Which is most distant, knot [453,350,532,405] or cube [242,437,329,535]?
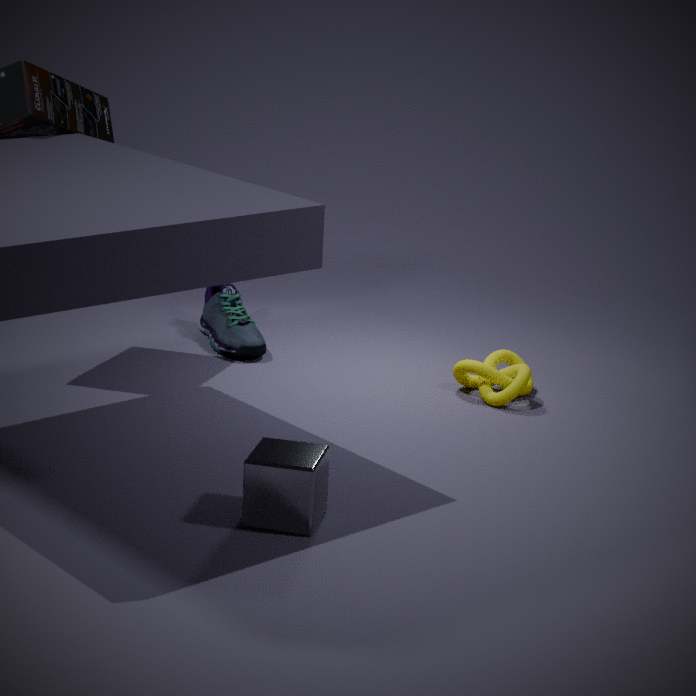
knot [453,350,532,405]
